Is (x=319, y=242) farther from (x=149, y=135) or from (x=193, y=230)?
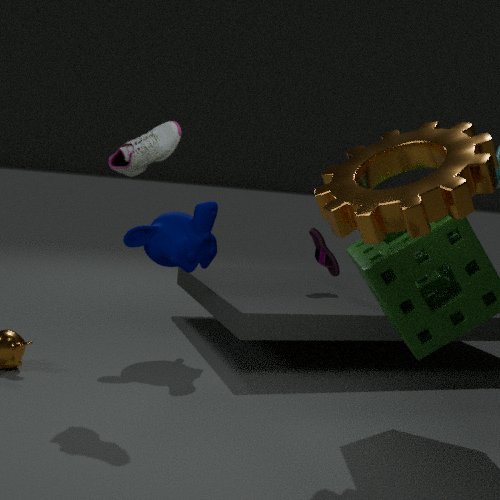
(x=149, y=135)
